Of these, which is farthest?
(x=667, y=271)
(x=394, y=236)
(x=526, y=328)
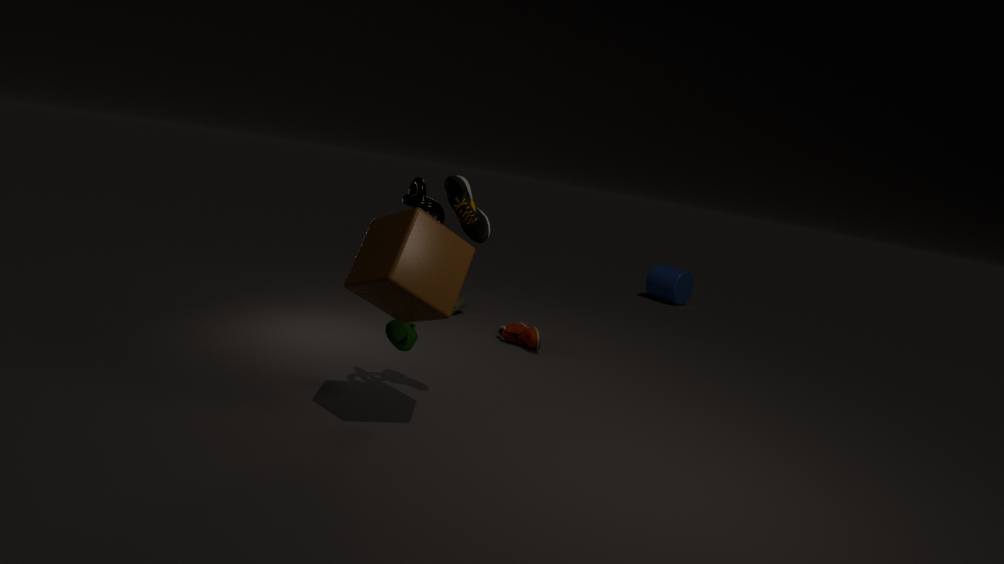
(x=667, y=271)
